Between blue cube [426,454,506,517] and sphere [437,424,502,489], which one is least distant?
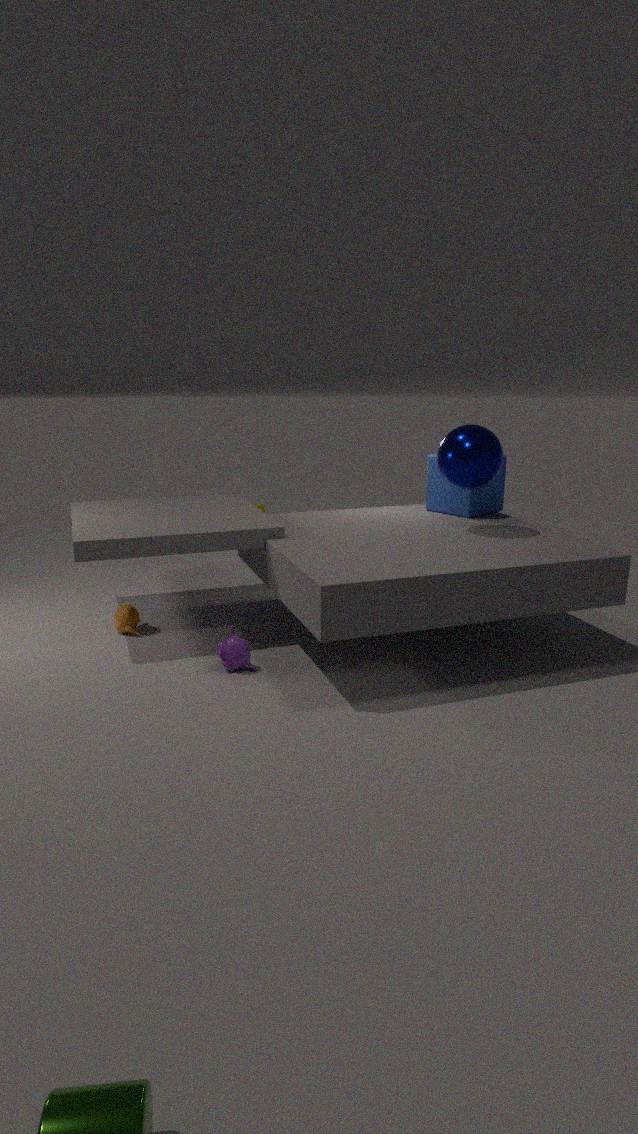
sphere [437,424,502,489]
